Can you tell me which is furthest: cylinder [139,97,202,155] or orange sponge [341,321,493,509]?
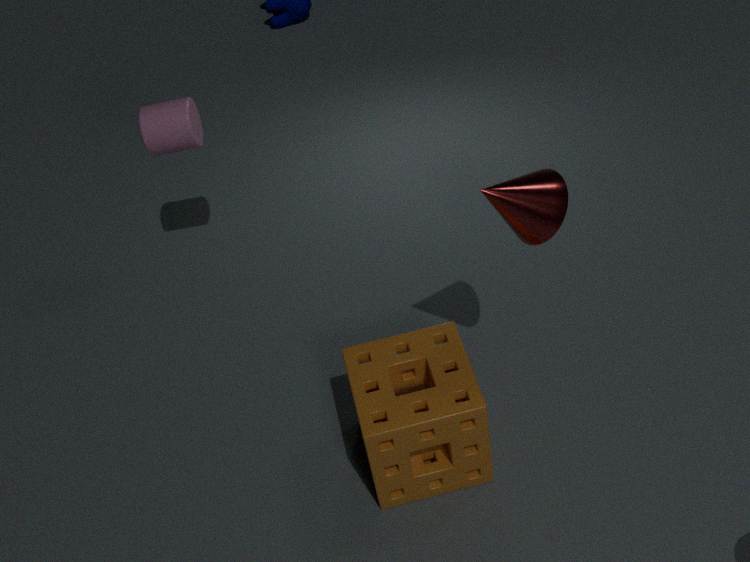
cylinder [139,97,202,155]
